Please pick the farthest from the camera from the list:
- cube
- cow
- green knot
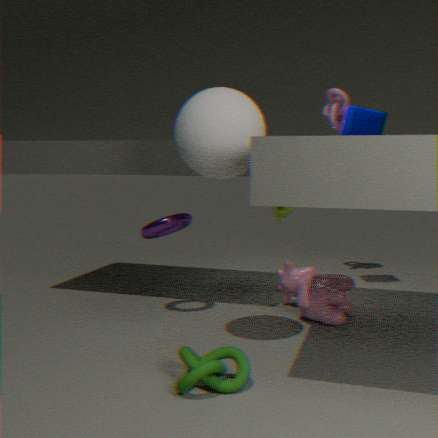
cube
